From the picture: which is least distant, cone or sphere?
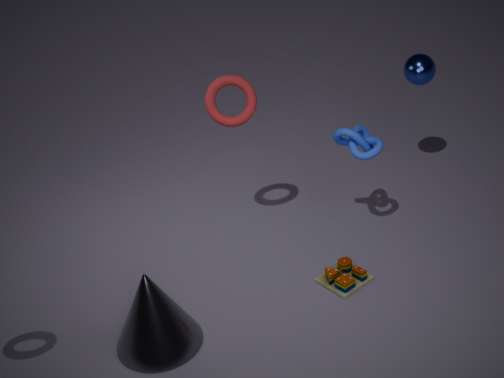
cone
